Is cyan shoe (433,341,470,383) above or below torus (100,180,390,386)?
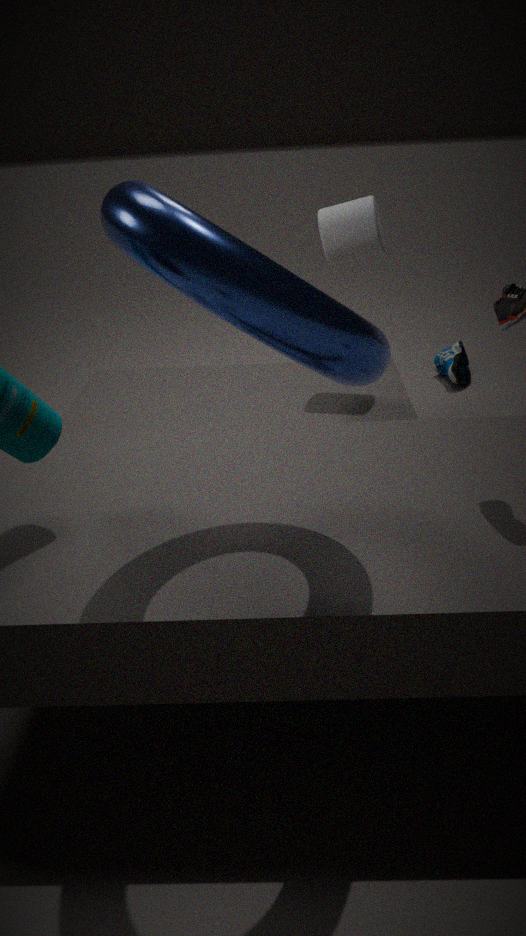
below
